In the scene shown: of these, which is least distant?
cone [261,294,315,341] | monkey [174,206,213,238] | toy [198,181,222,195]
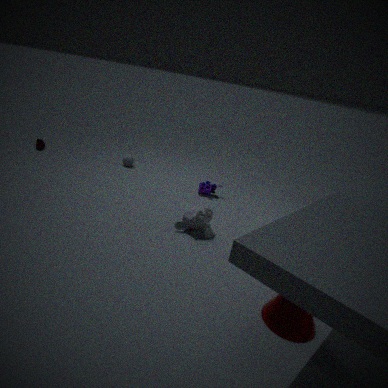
cone [261,294,315,341]
